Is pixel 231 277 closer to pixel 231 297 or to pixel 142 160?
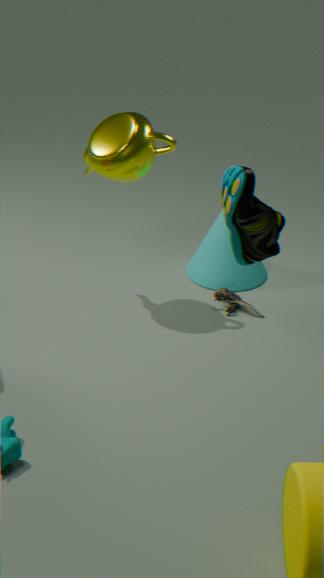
pixel 231 297
